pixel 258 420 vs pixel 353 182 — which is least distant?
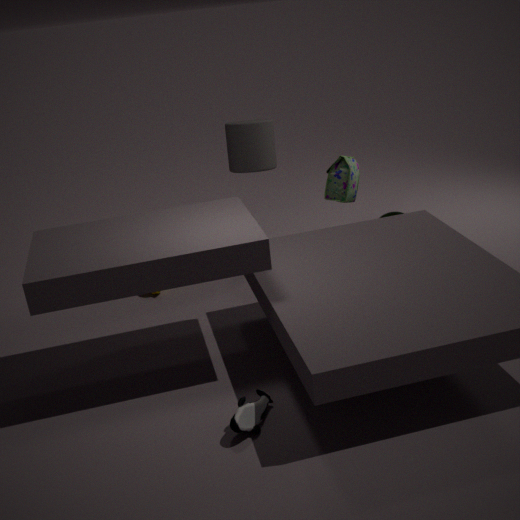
pixel 258 420
